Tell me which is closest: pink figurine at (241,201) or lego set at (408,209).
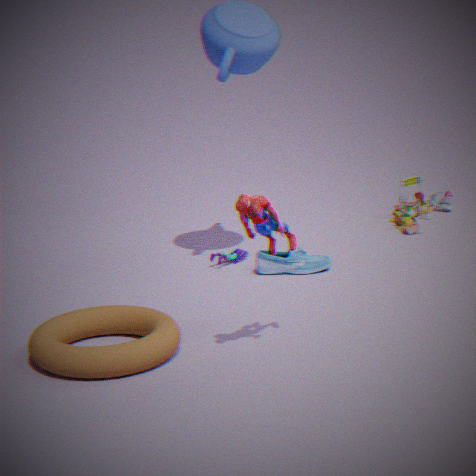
pink figurine at (241,201)
